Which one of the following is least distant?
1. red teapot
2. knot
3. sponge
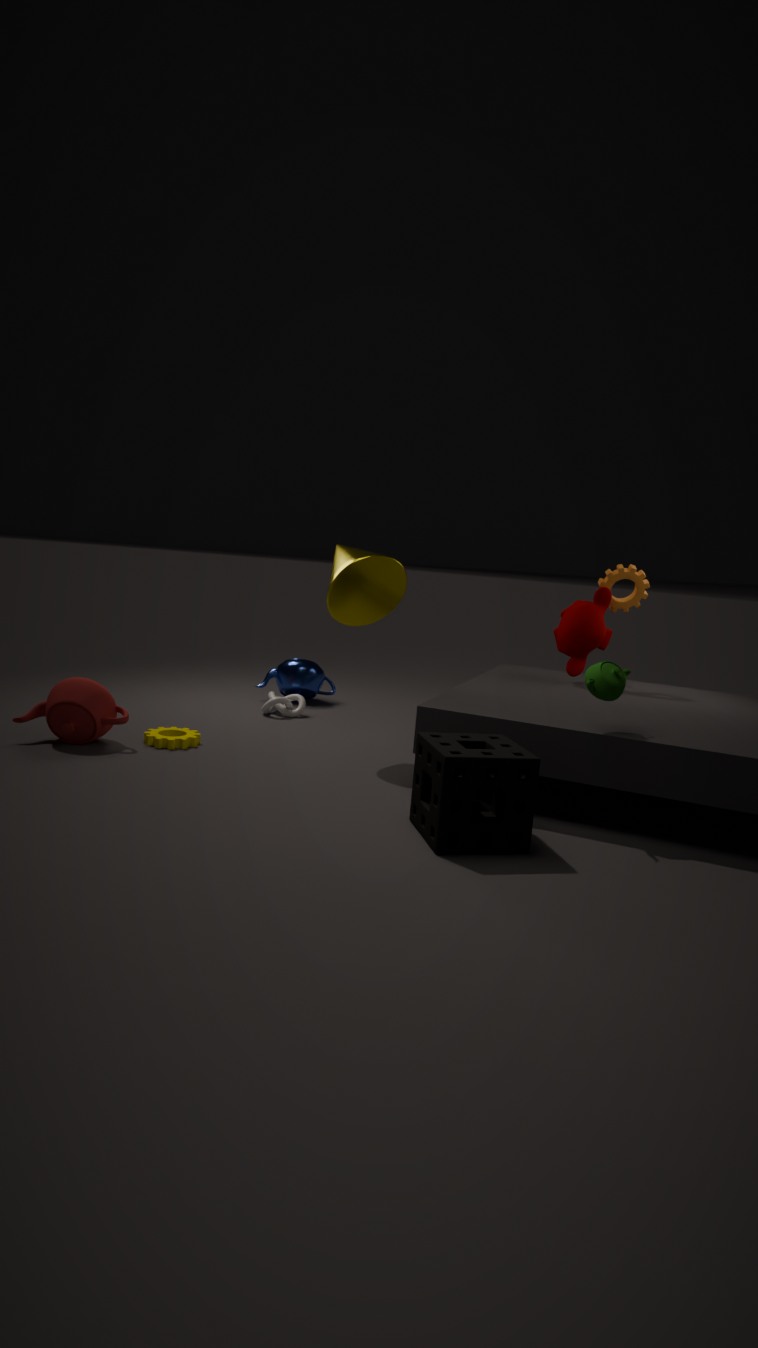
sponge
